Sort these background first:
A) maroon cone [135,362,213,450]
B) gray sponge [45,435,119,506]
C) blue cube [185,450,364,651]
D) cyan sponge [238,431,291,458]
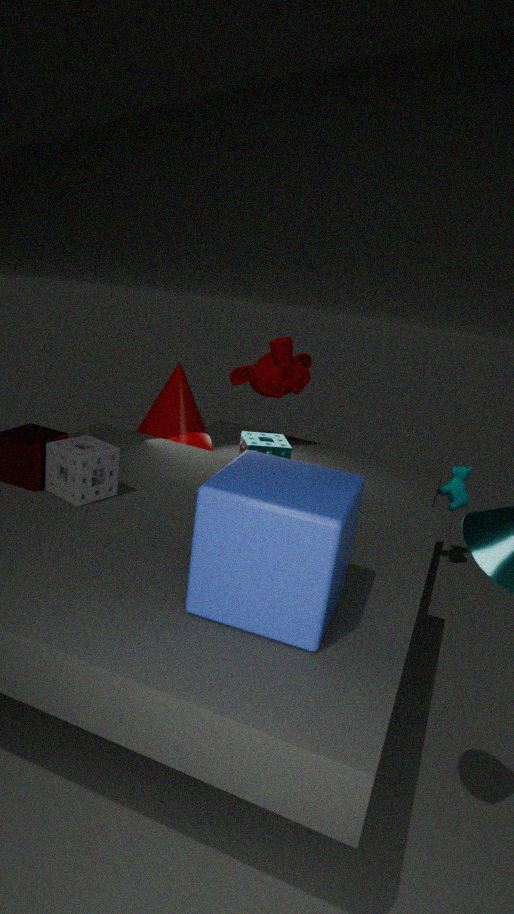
maroon cone [135,362,213,450], cyan sponge [238,431,291,458], gray sponge [45,435,119,506], blue cube [185,450,364,651]
